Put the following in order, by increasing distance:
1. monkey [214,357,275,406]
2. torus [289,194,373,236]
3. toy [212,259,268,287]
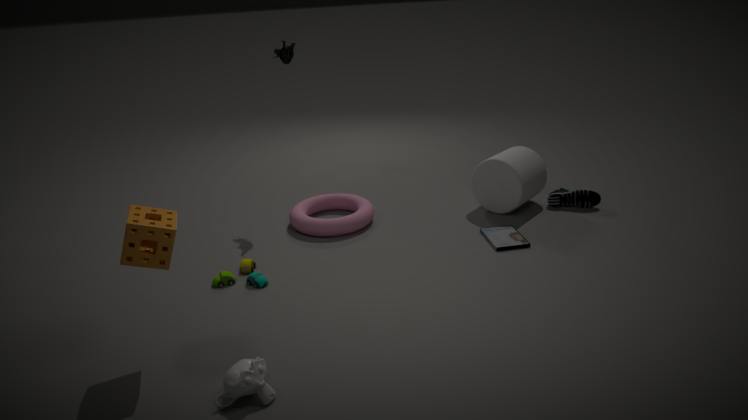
monkey [214,357,275,406]
toy [212,259,268,287]
torus [289,194,373,236]
